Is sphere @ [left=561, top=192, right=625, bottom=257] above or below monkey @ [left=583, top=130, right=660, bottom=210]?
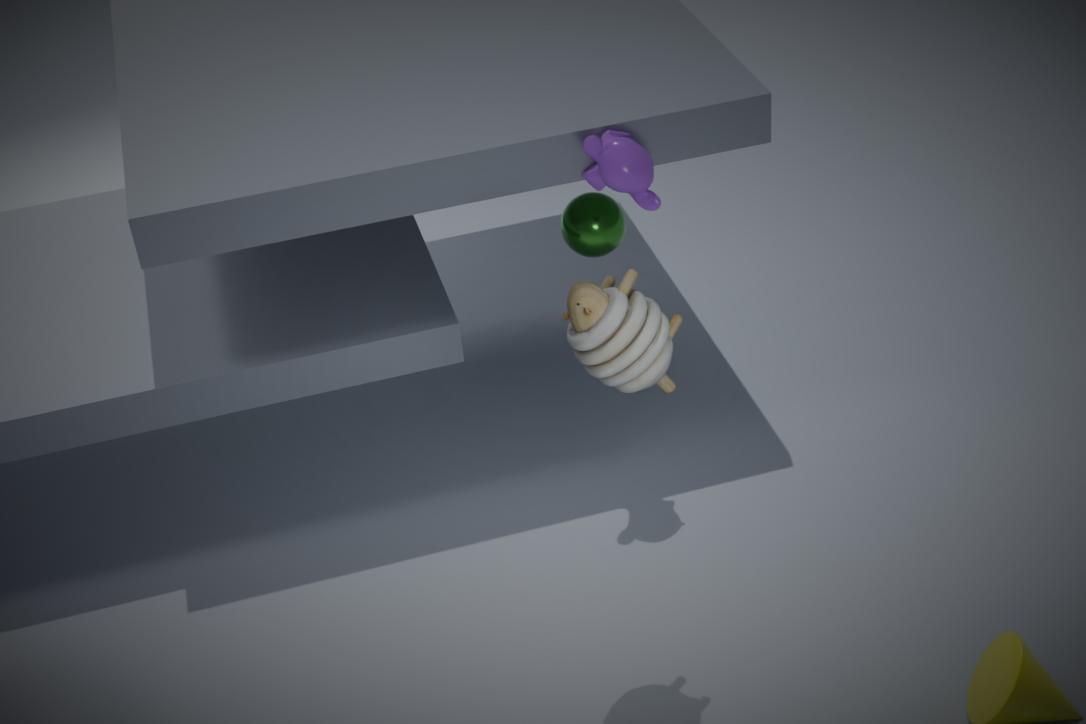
below
